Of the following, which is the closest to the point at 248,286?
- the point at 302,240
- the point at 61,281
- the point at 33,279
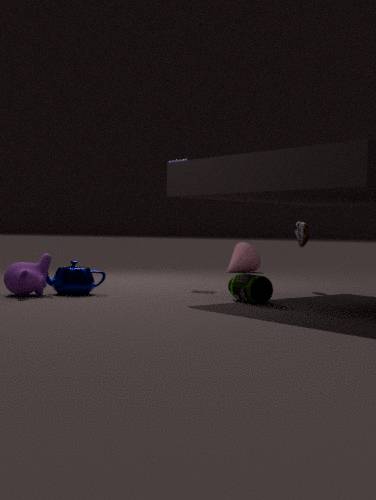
the point at 302,240
